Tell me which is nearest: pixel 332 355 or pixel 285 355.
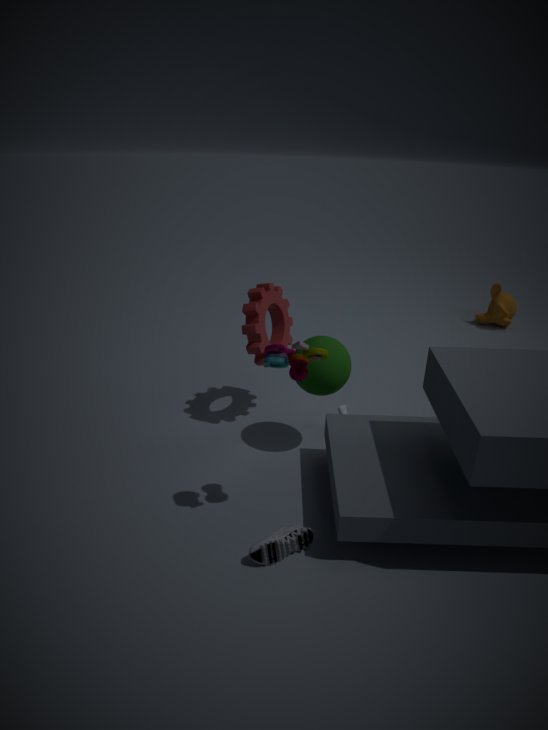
→ pixel 285 355
